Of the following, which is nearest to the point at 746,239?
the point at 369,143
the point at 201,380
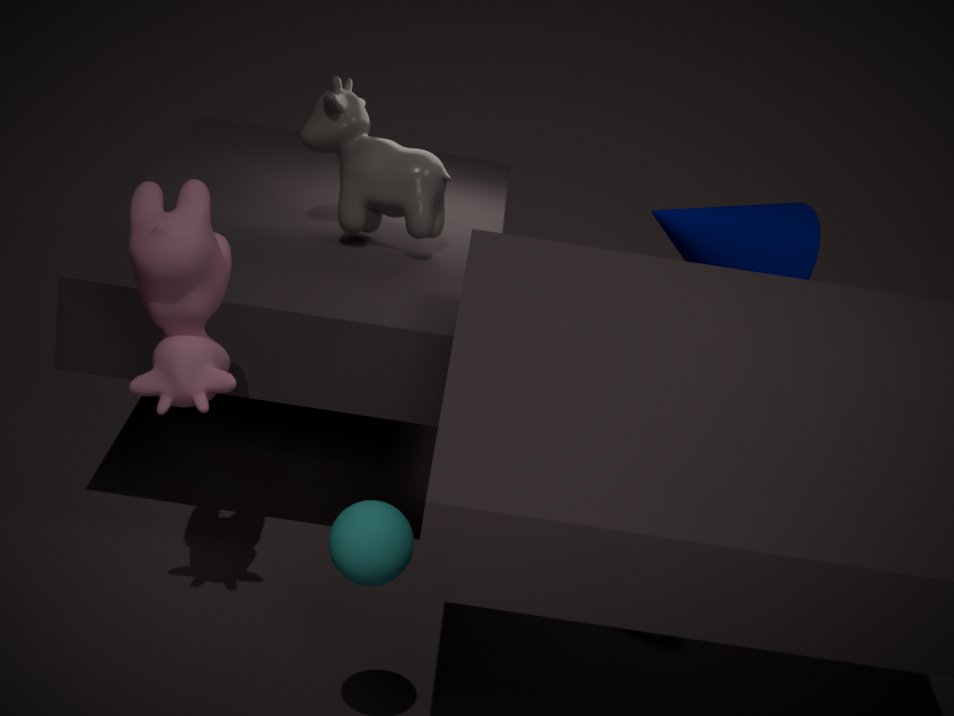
the point at 369,143
